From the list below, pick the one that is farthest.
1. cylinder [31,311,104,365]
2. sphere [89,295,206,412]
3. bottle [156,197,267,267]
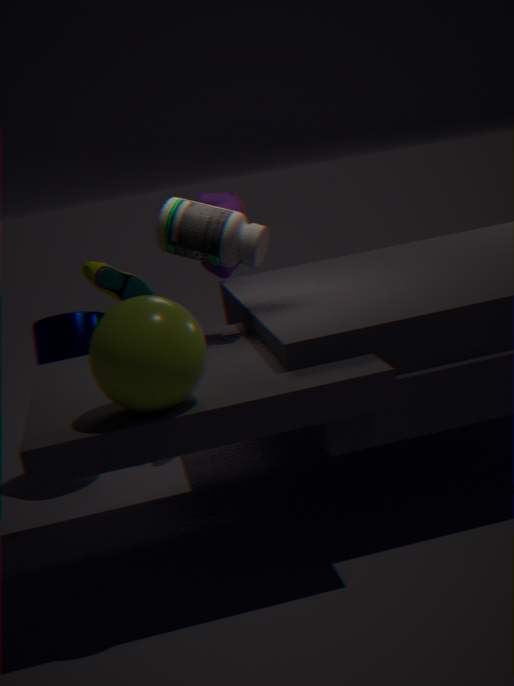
cylinder [31,311,104,365]
